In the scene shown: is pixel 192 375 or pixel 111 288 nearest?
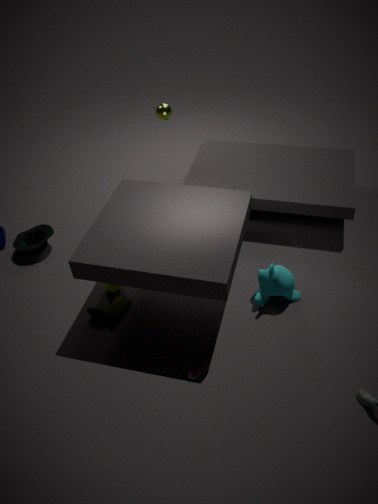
pixel 192 375
